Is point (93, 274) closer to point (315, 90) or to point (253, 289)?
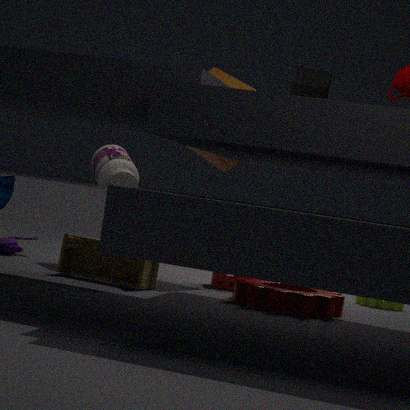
point (253, 289)
